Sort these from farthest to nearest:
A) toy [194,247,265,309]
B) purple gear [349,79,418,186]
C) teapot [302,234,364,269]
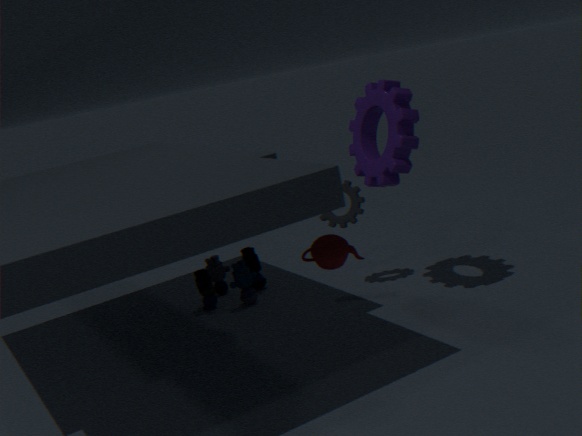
toy [194,247,265,309], purple gear [349,79,418,186], teapot [302,234,364,269]
